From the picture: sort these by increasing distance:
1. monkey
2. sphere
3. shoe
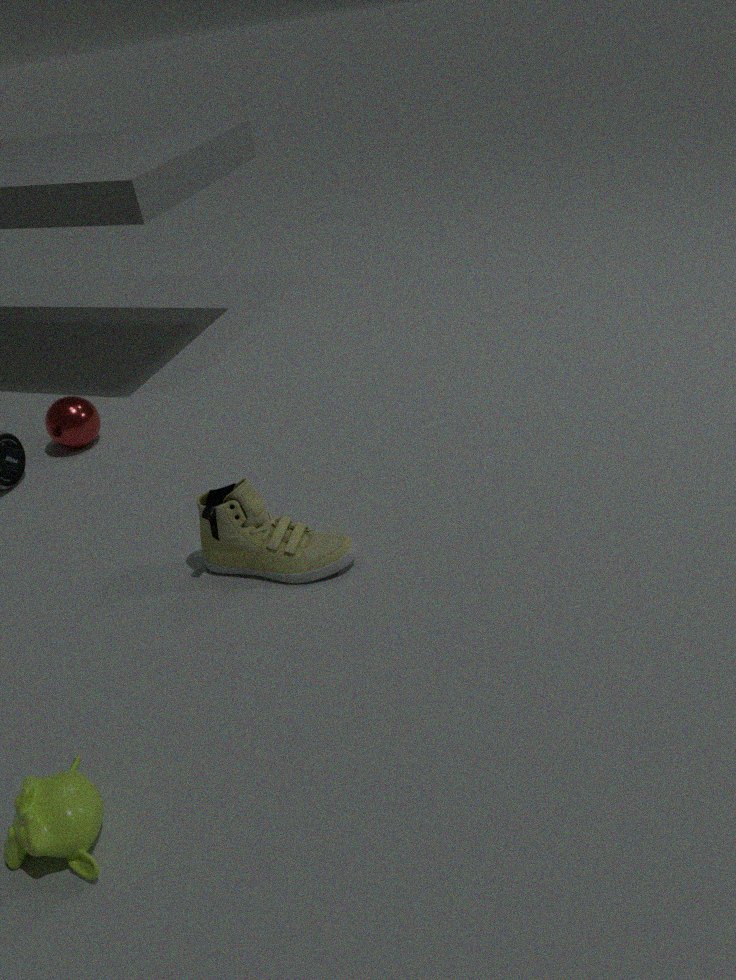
monkey
shoe
sphere
